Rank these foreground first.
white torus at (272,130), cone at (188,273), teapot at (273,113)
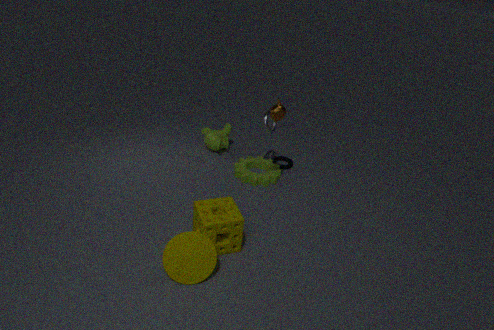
1. cone at (188,273)
2. teapot at (273,113)
3. white torus at (272,130)
